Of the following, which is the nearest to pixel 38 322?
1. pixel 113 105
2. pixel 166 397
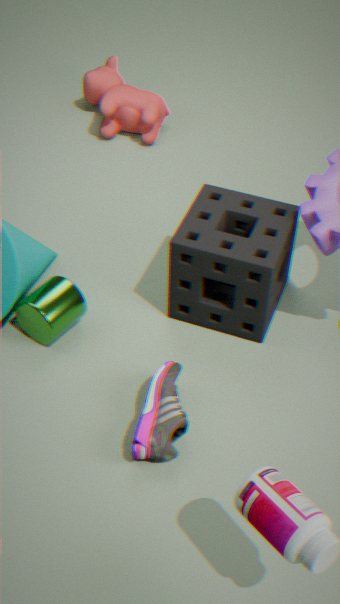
pixel 166 397
